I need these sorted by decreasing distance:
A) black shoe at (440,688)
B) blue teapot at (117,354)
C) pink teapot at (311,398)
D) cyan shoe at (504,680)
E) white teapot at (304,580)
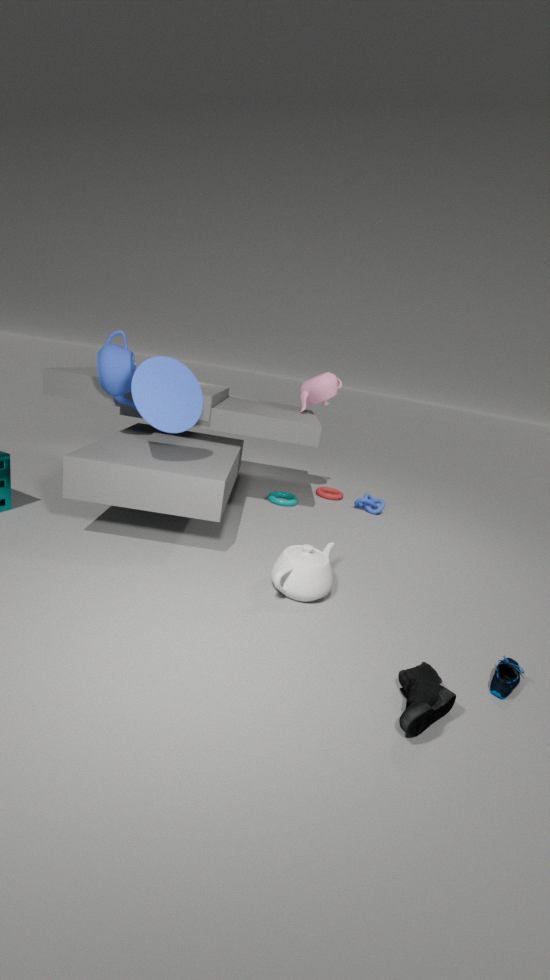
pink teapot at (311,398) → blue teapot at (117,354) → white teapot at (304,580) → cyan shoe at (504,680) → black shoe at (440,688)
